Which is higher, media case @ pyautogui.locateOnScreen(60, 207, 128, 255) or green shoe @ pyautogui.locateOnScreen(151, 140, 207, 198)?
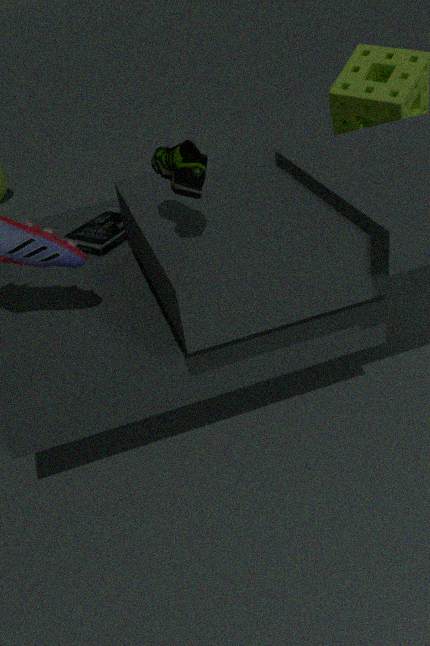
green shoe @ pyautogui.locateOnScreen(151, 140, 207, 198)
